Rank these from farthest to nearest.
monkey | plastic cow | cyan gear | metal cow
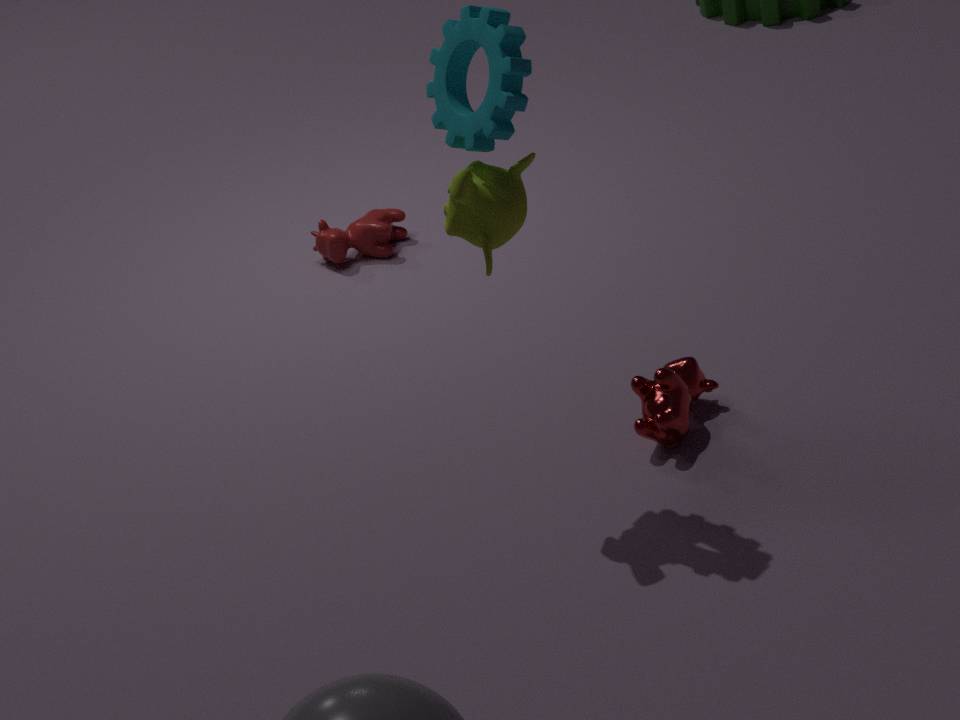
plastic cow
metal cow
monkey
cyan gear
